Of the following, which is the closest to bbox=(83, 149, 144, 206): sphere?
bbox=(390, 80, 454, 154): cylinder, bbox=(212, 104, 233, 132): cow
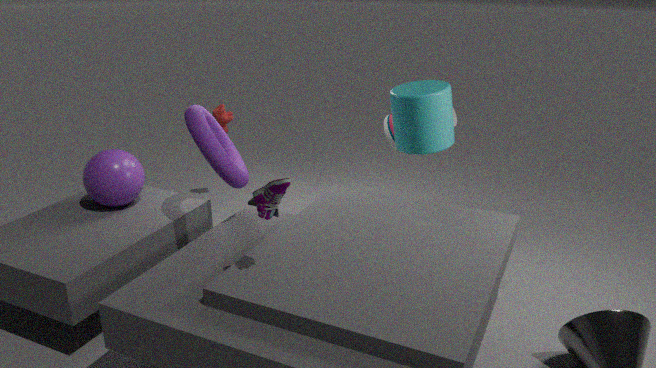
bbox=(212, 104, 233, 132): cow
